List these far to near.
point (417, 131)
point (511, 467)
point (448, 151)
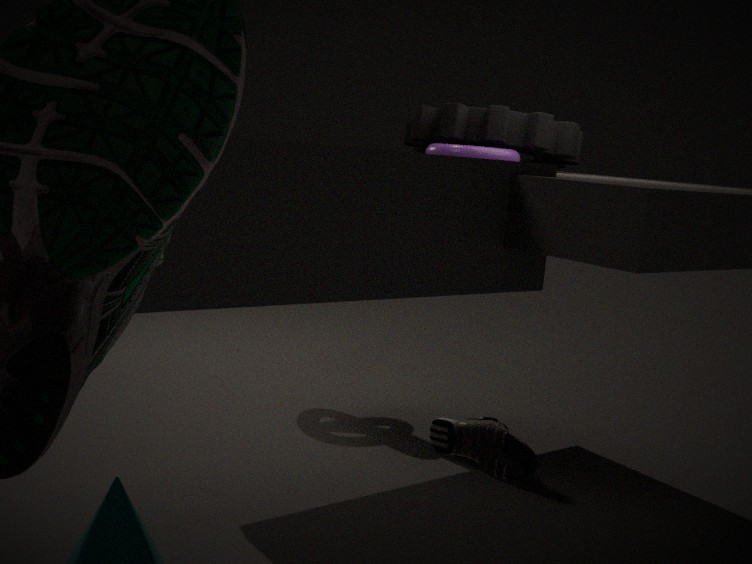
1. point (511, 467)
2. point (417, 131)
3. point (448, 151)
